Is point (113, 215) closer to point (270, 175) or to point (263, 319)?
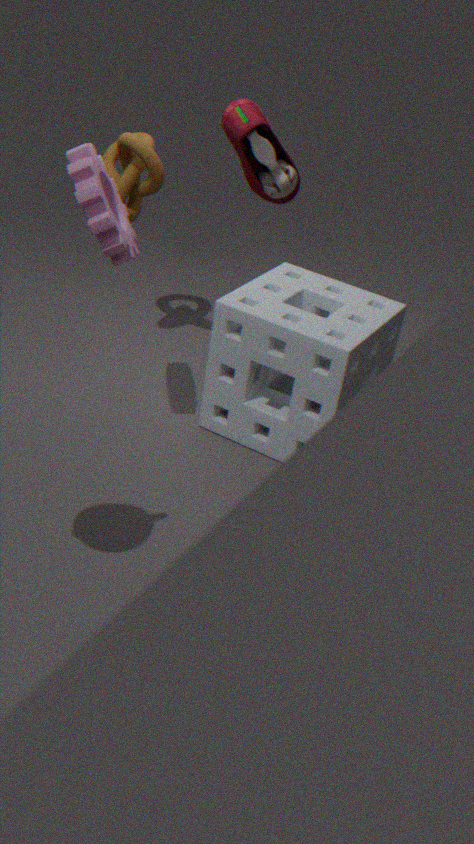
point (263, 319)
